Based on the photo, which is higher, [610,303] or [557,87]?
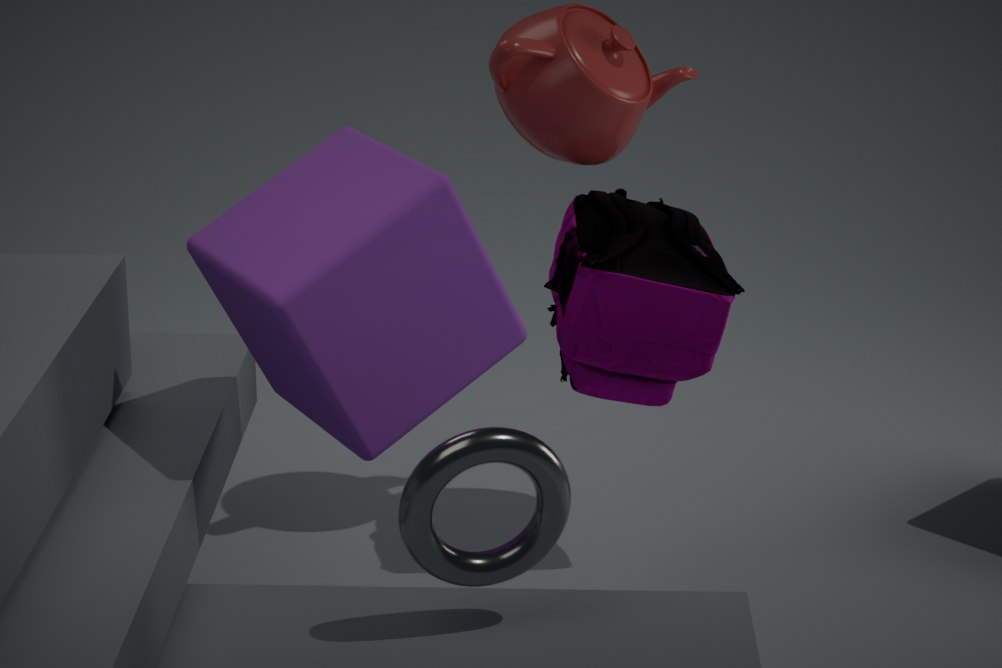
[557,87]
